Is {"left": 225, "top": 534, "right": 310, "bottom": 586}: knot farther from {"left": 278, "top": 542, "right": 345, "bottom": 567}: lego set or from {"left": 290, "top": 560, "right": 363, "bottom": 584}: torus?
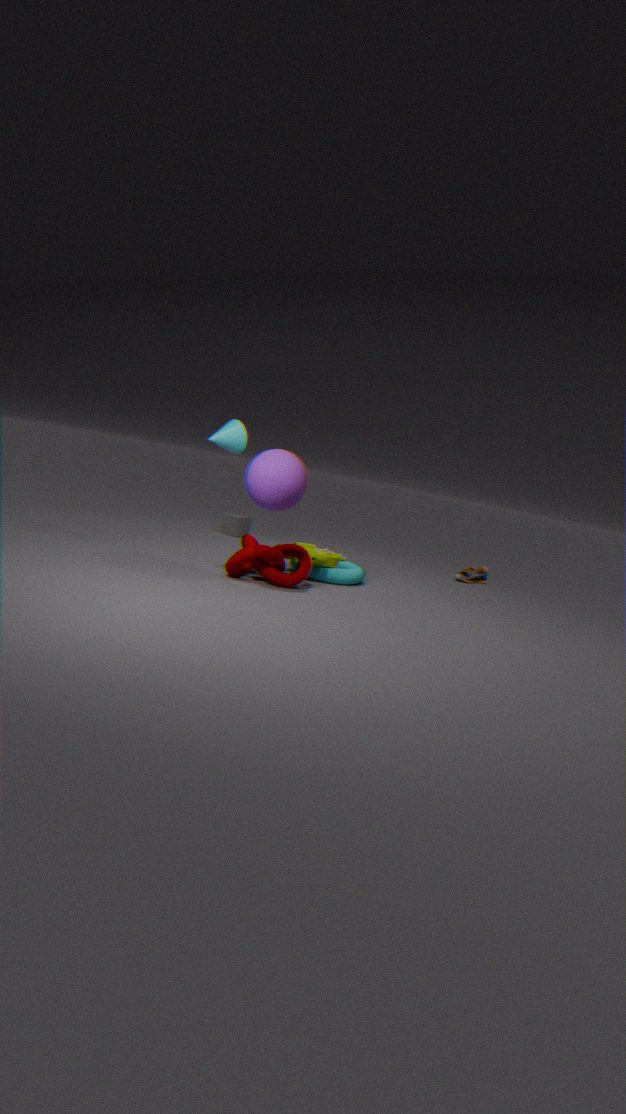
{"left": 290, "top": 560, "right": 363, "bottom": 584}: torus
